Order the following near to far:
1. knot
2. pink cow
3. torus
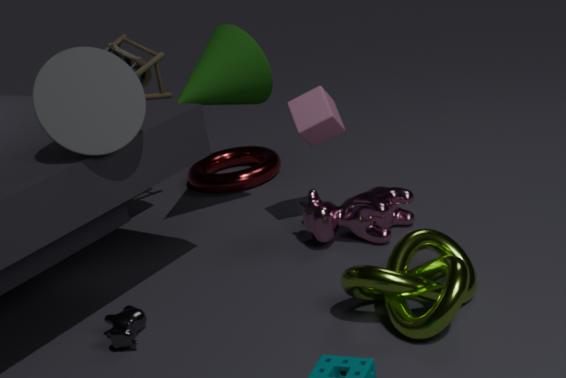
1. knot
2. pink cow
3. torus
